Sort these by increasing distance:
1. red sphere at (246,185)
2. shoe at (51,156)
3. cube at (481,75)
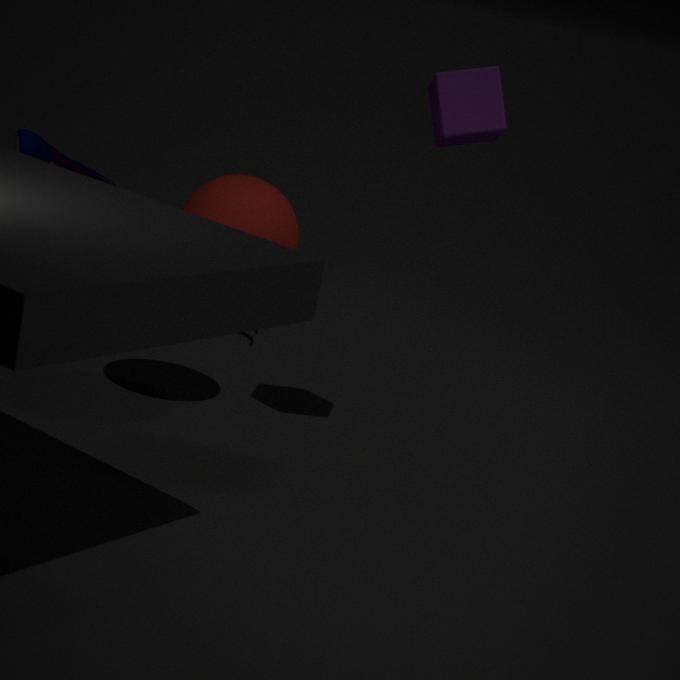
cube at (481,75) < shoe at (51,156) < red sphere at (246,185)
